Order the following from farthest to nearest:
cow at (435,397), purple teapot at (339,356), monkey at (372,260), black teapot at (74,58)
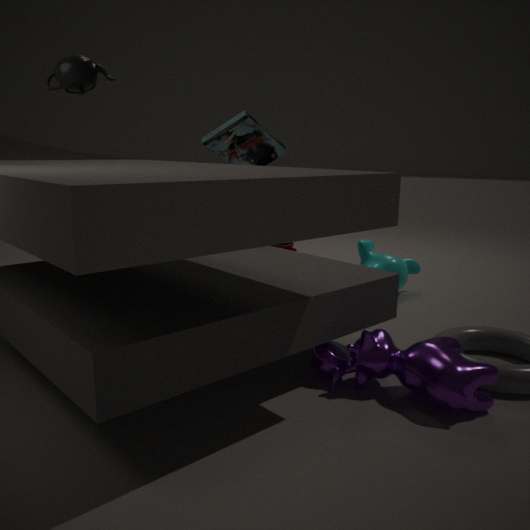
1. monkey at (372,260)
2. purple teapot at (339,356)
3. black teapot at (74,58)
4. cow at (435,397)
